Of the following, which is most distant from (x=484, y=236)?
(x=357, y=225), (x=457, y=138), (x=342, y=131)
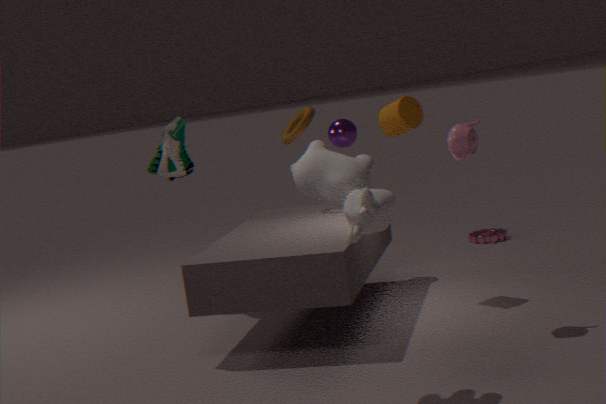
(x=357, y=225)
